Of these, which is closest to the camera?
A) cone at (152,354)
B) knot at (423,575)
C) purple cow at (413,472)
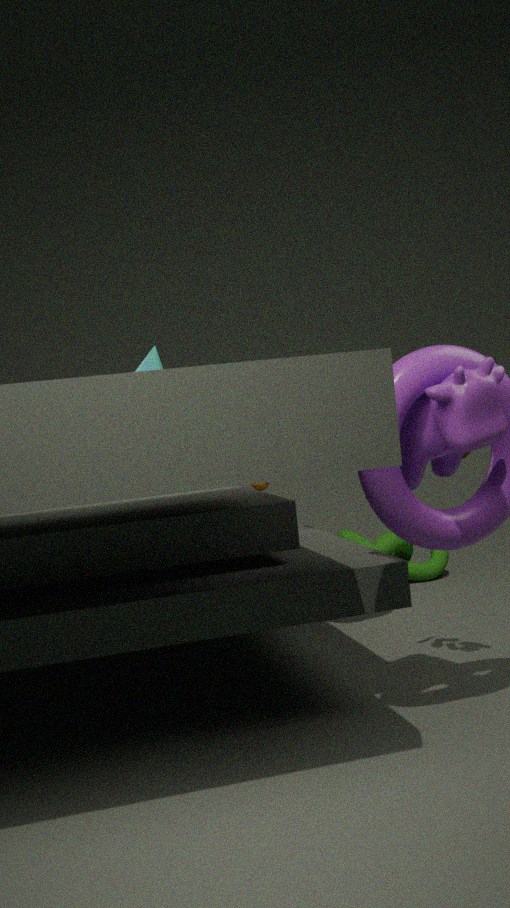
purple cow at (413,472)
